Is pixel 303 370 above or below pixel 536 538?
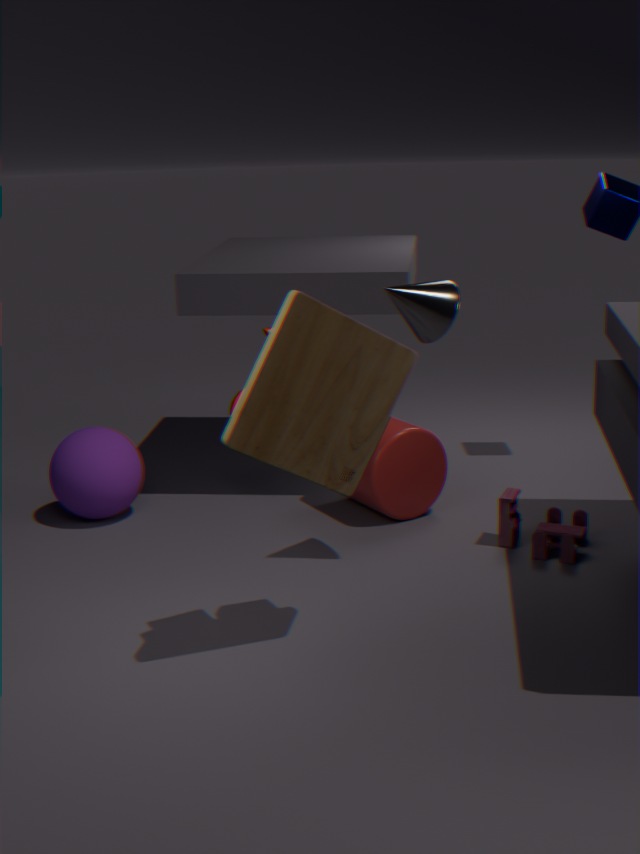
above
